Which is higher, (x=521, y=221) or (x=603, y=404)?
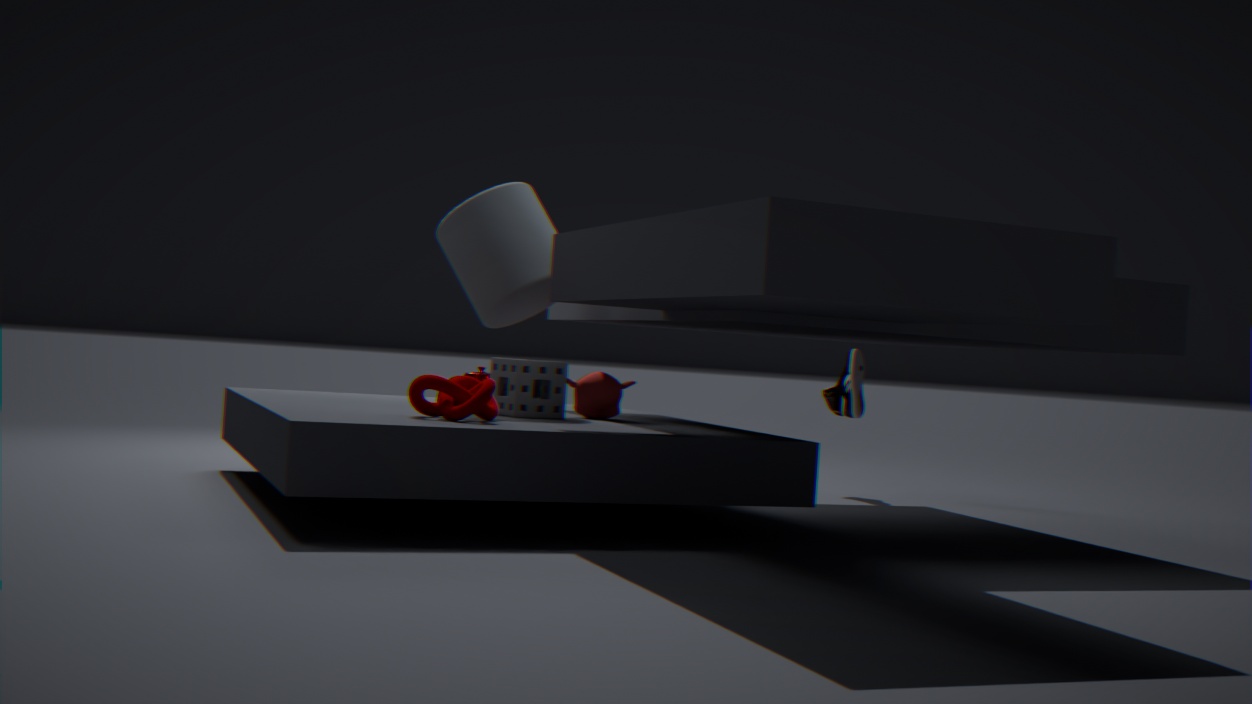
(x=521, y=221)
